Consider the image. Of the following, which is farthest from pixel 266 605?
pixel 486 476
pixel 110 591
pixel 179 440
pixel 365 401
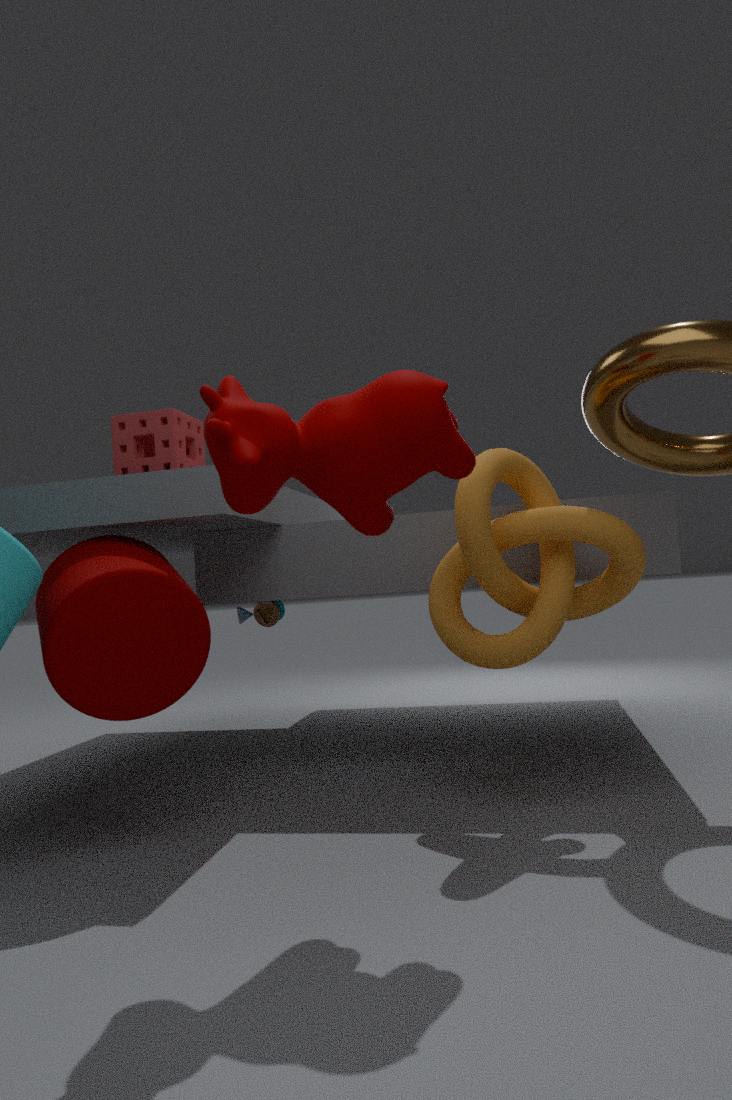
pixel 365 401
